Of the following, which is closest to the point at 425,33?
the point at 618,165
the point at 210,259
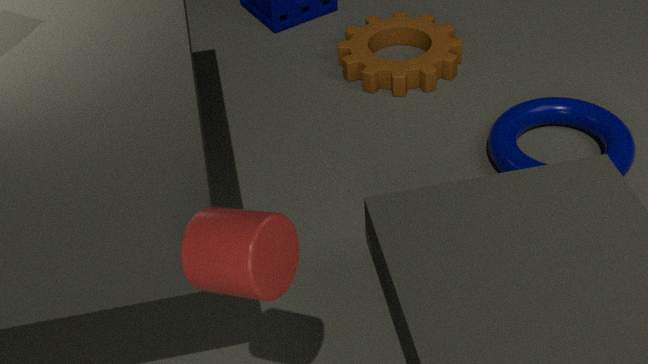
the point at 618,165
